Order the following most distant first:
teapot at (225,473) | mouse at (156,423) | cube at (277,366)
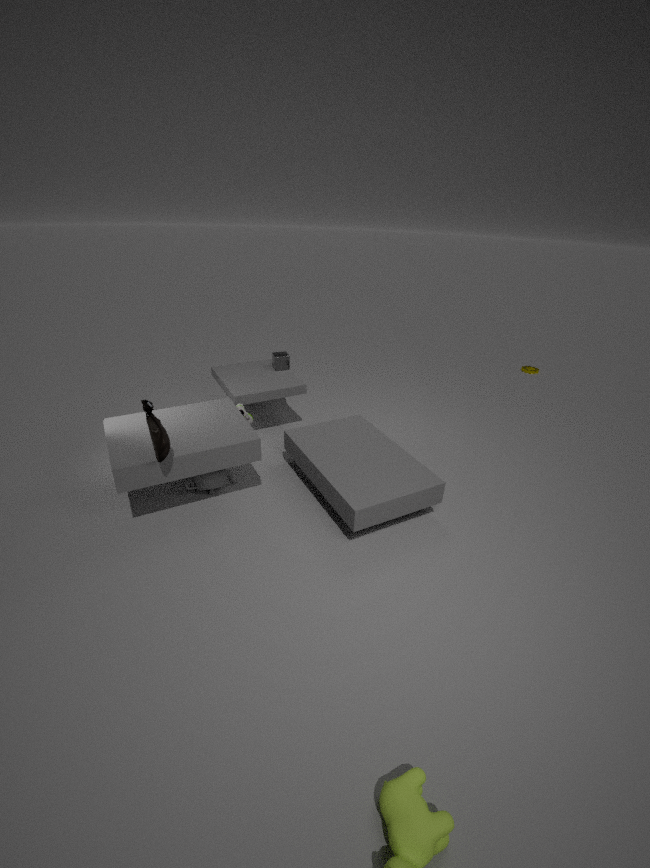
cube at (277,366) → teapot at (225,473) → mouse at (156,423)
